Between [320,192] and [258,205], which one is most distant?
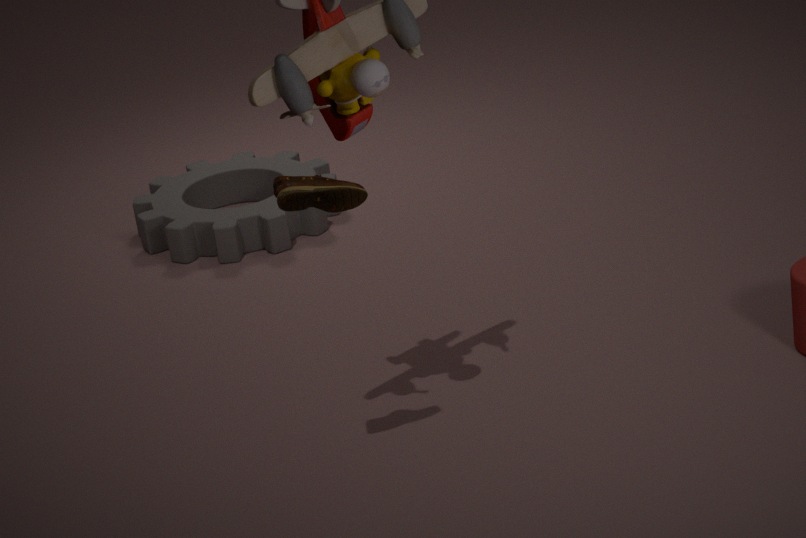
[258,205]
